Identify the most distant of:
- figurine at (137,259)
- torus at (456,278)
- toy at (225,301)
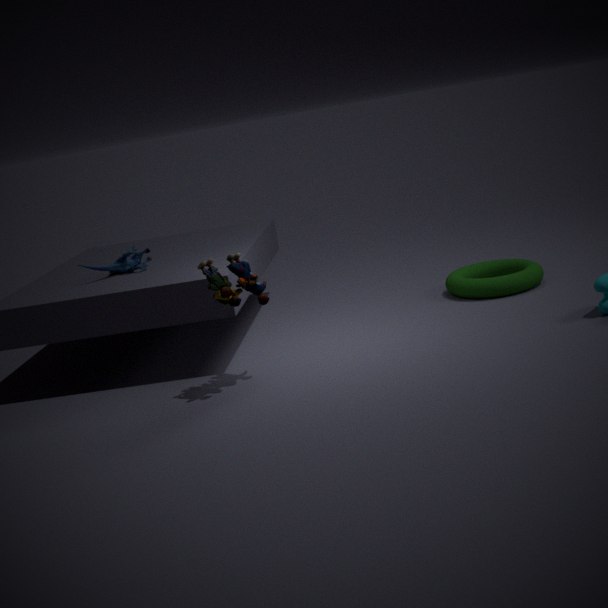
torus at (456,278)
